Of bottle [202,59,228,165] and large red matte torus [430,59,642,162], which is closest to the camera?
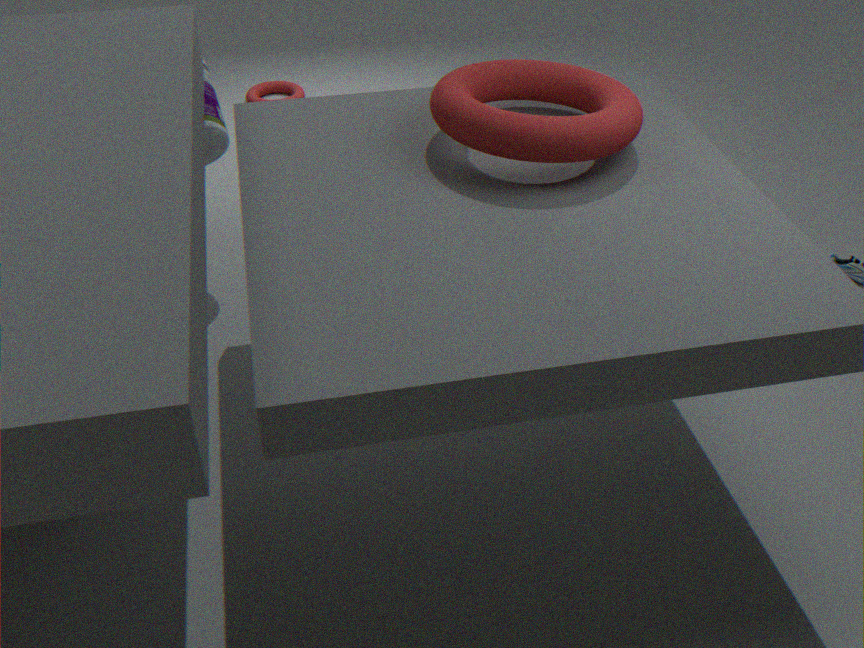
large red matte torus [430,59,642,162]
